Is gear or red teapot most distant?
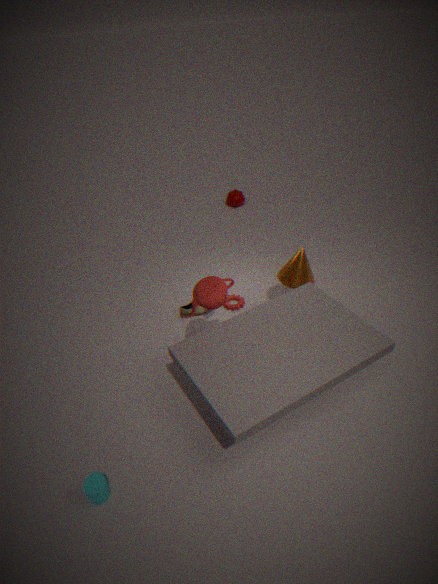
gear
